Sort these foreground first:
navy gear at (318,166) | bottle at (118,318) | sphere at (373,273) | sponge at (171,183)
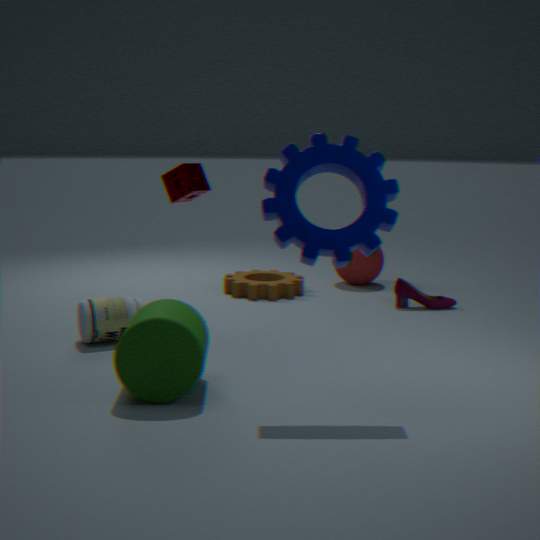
navy gear at (318,166), bottle at (118,318), sponge at (171,183), sphere at (373,273)
